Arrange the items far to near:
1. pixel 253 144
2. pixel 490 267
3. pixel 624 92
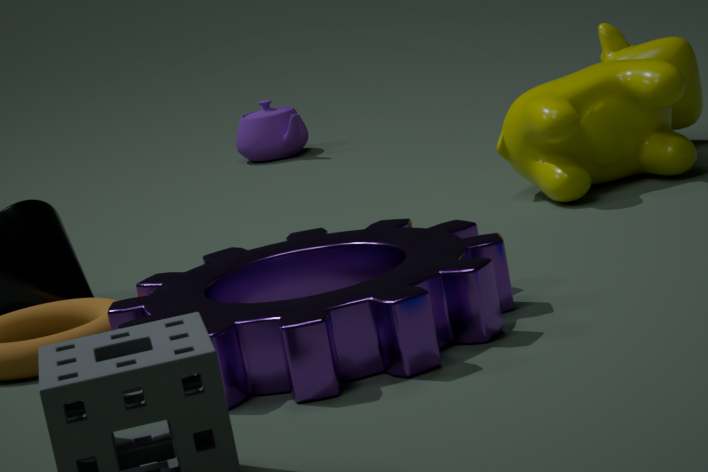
pixel 253 144 < pixel 624 92 < pixel 490 267
